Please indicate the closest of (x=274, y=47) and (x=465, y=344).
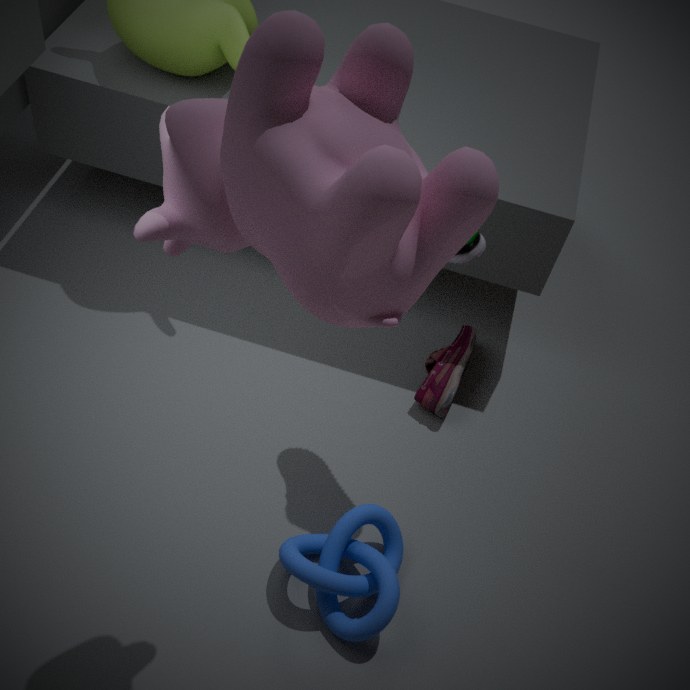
(x=274, y=47)
